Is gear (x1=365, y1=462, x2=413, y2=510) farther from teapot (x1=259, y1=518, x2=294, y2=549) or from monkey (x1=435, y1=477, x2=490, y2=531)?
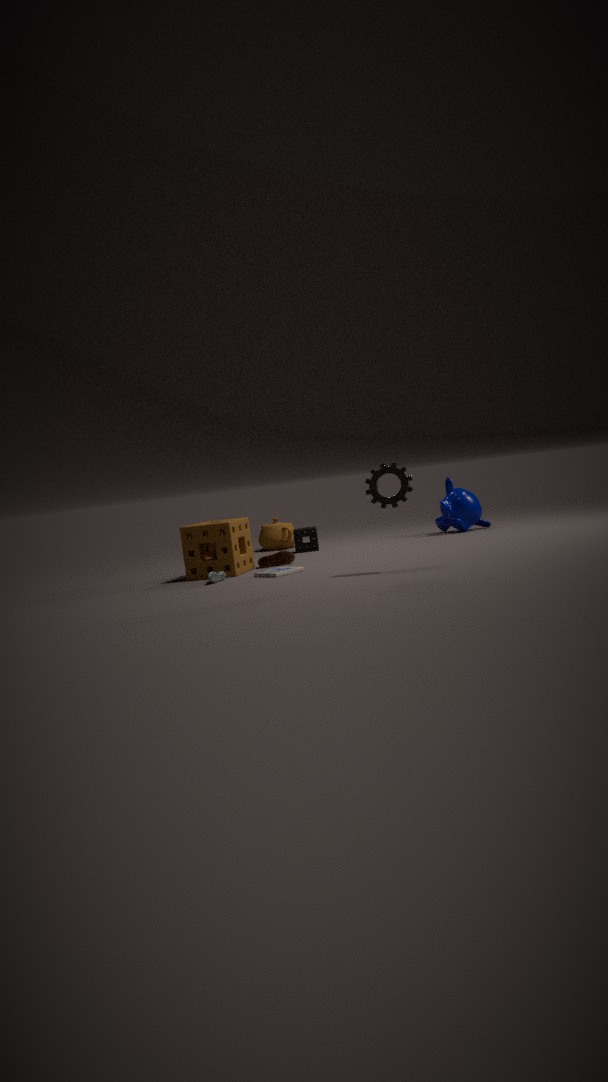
teapot (x1=259, y1=518, x2=294, y2=549)
